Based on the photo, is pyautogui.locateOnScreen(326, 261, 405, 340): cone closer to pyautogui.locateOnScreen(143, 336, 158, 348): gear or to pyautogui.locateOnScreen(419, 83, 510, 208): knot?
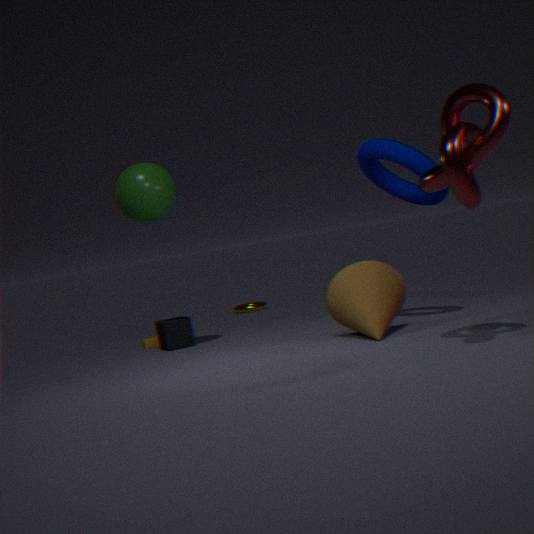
pyautogui.locateOnScreen(419, 83, 510, 208): knot
